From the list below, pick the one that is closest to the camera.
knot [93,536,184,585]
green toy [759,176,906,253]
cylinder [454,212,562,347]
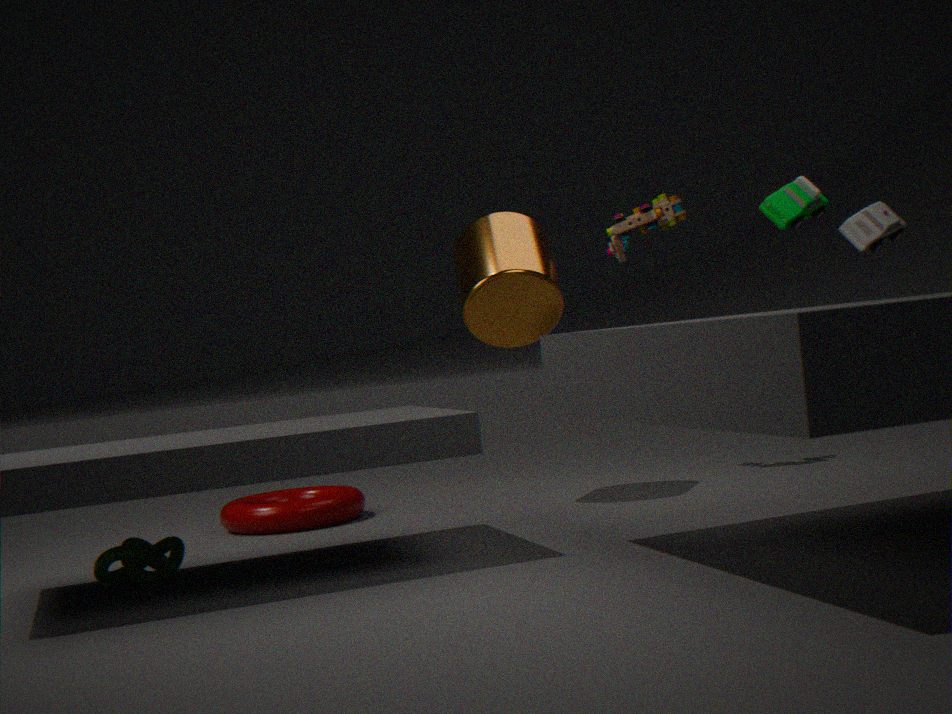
green toy [759,176,906,253]
